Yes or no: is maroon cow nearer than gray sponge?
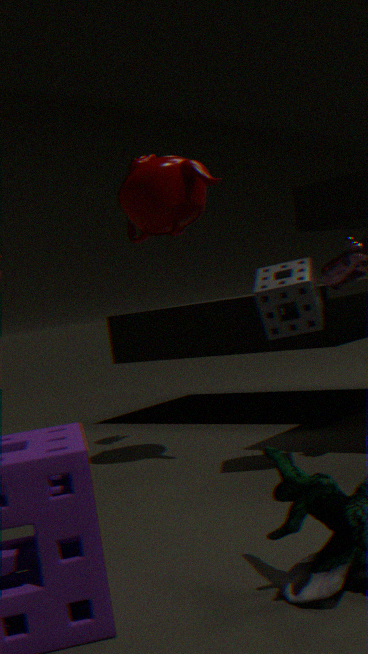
No
